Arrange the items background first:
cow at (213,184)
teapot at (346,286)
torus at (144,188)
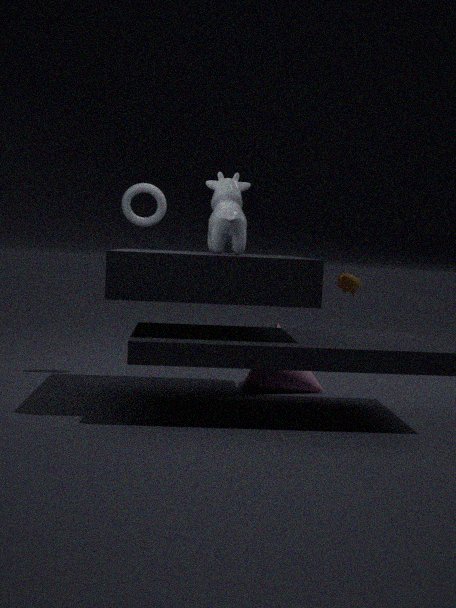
teapot at (346,286), torus at (144,188), cow at (213,184)
